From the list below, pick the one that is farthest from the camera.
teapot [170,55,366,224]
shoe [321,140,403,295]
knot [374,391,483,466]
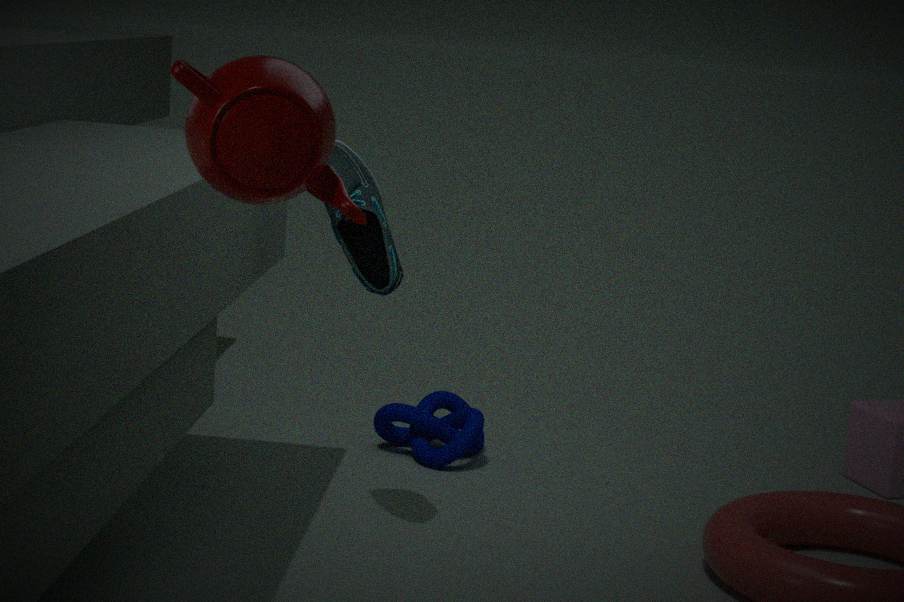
knot [374,391,483,466]
